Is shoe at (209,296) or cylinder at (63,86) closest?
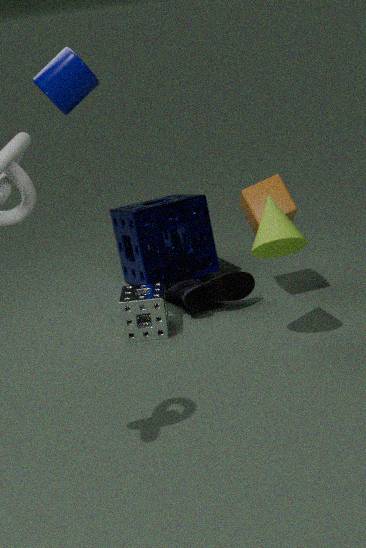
cylinder at (63,86)
